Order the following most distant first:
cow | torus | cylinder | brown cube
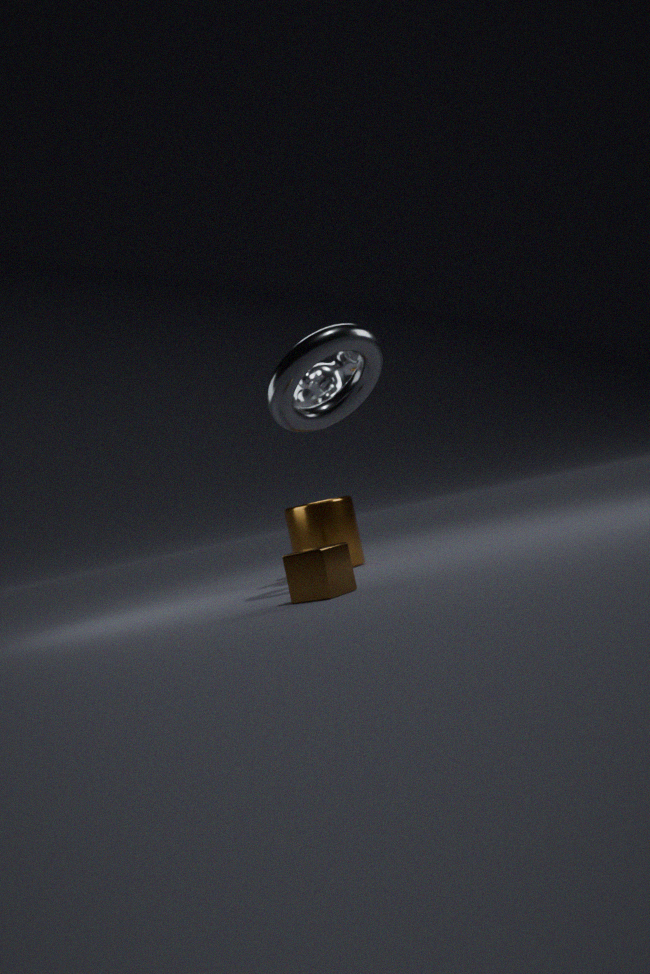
cylinder
cow
torus
brown cube
